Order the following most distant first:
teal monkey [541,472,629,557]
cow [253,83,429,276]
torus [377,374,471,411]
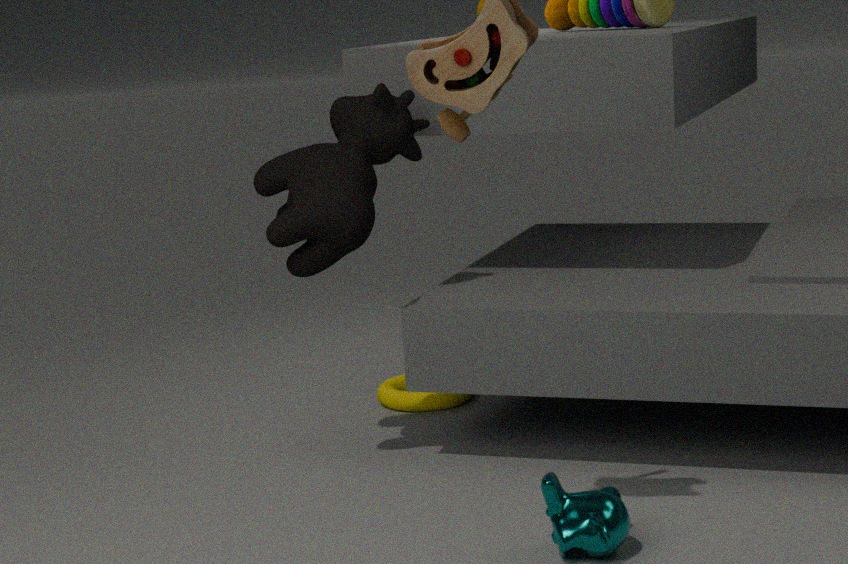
torus [377,374,471,411] → cow [253,83,429,276] → teal monkey [541,472,629,557]
